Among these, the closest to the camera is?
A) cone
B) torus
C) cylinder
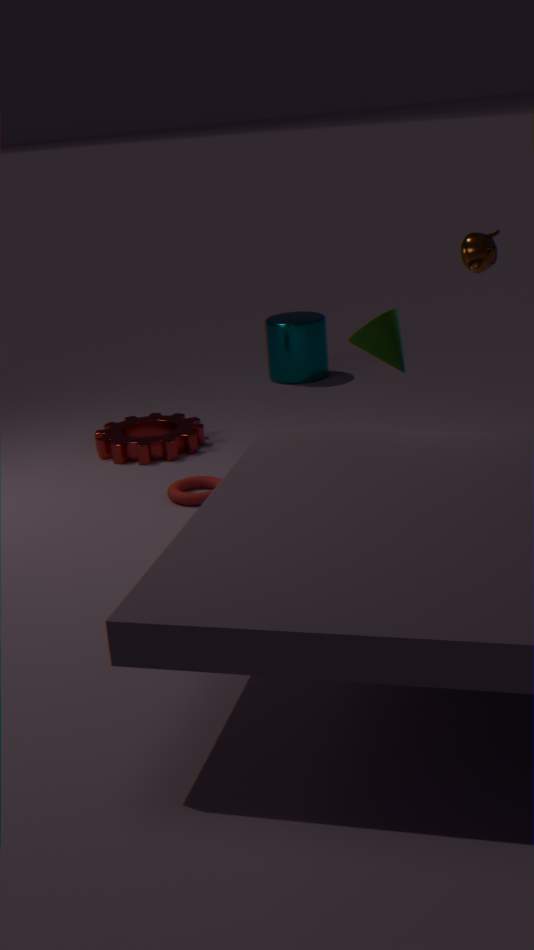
cone
